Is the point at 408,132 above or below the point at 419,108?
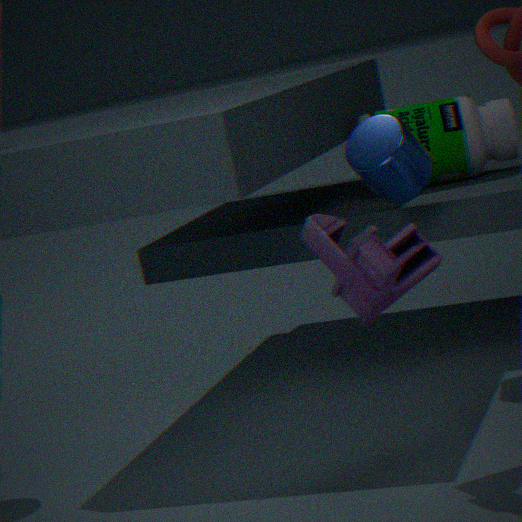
above
